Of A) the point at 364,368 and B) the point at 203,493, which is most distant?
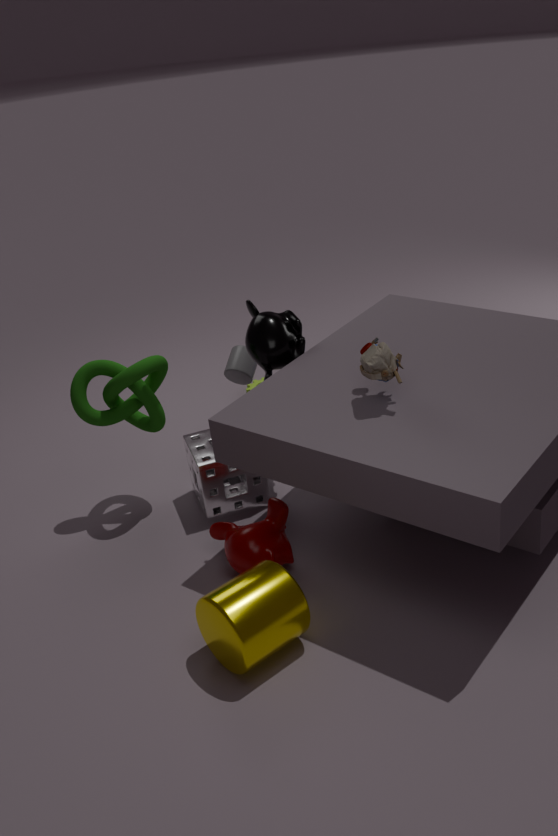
B. the point at 203,493
